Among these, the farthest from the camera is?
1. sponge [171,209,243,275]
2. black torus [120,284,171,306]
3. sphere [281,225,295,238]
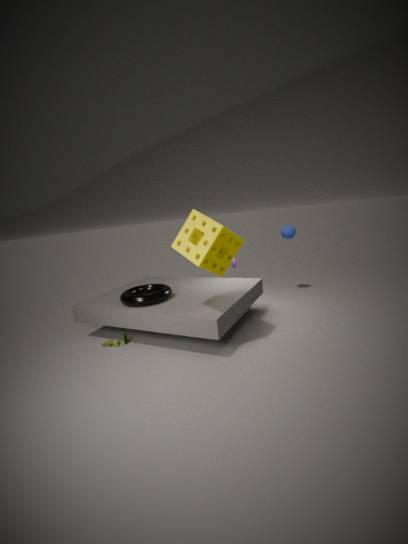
sphere [281,225,295,238]
